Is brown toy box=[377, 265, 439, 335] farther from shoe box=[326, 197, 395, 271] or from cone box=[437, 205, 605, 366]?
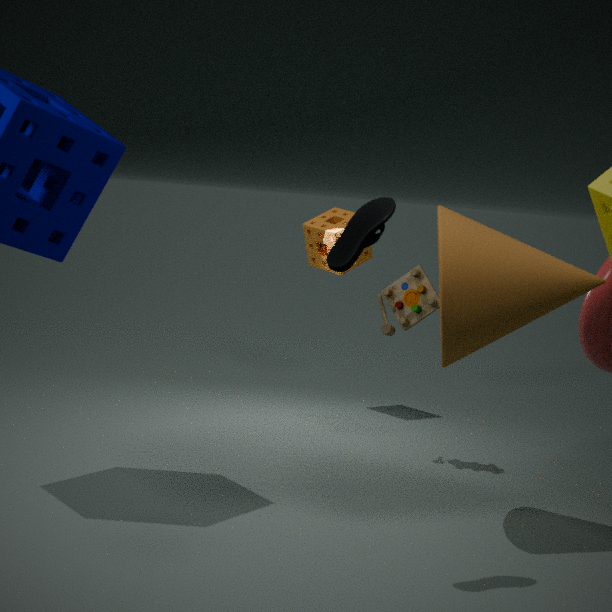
shoe box=[326, 197, 395, 271]
